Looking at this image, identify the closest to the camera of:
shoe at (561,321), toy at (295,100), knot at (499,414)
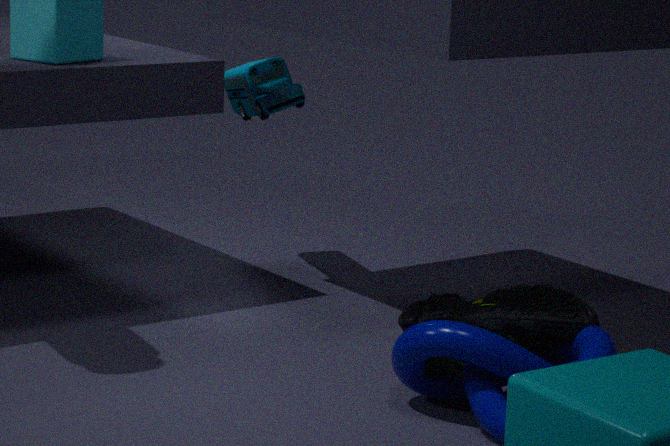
knot at (499,414)
